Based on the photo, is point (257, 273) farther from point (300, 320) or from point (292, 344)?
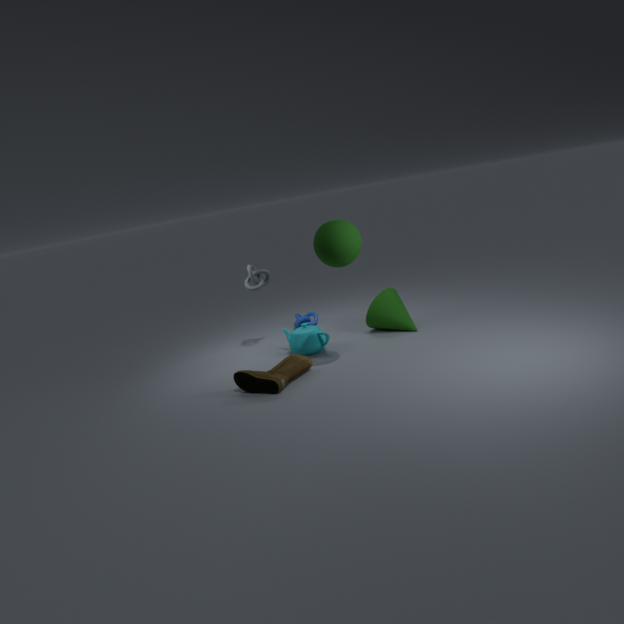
point (300, 320)
